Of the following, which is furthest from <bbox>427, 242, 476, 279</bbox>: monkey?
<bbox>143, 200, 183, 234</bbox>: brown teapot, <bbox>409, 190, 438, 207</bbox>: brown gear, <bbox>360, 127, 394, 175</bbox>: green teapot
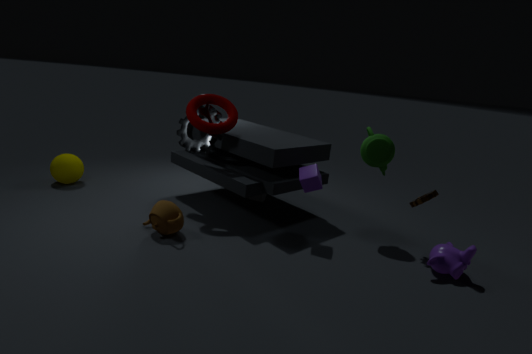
<bbox>143, 200, 183, 234</bbox>: brown teapot
